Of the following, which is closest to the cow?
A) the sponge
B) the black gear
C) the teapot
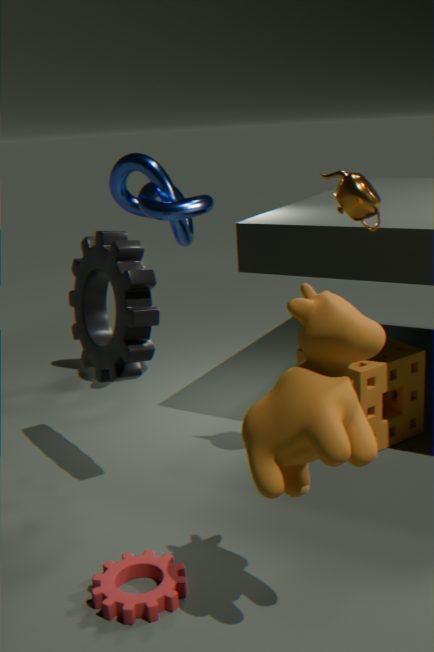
the teapot
